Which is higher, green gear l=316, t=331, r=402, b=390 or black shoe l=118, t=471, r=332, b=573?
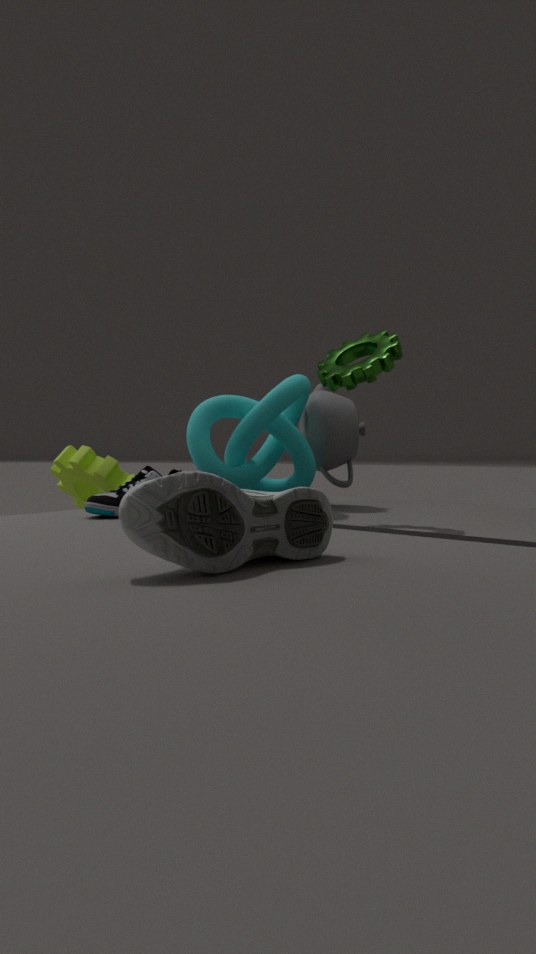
green gear l=316, t=331, r=402, b=390
